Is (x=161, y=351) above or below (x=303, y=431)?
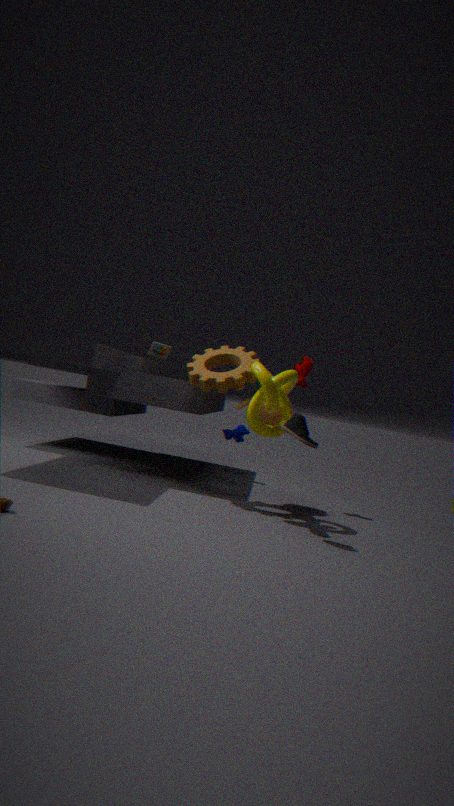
above
